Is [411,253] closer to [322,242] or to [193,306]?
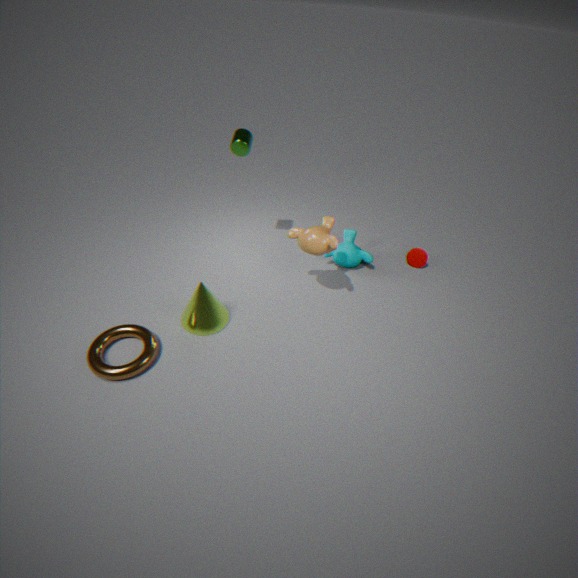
[322,242]
